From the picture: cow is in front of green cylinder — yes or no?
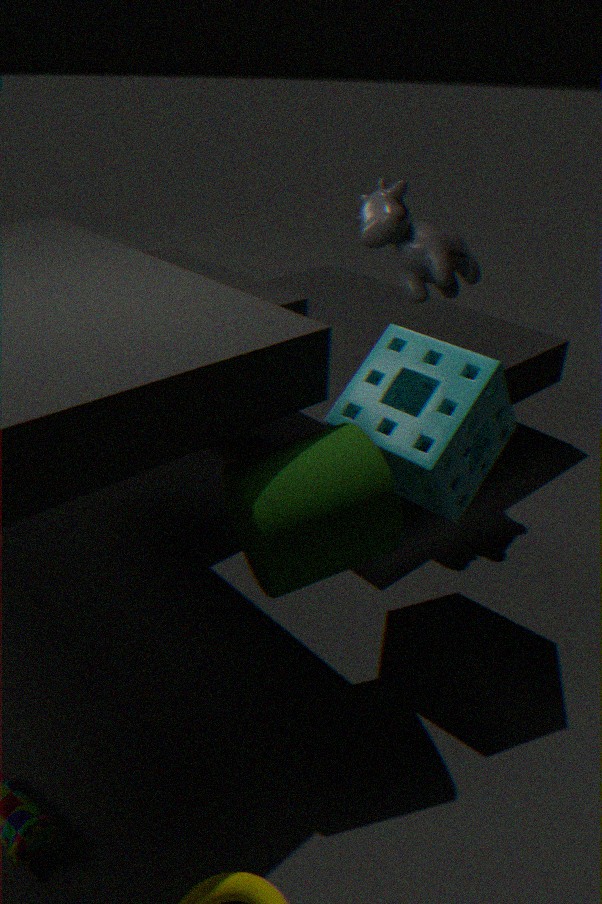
No
